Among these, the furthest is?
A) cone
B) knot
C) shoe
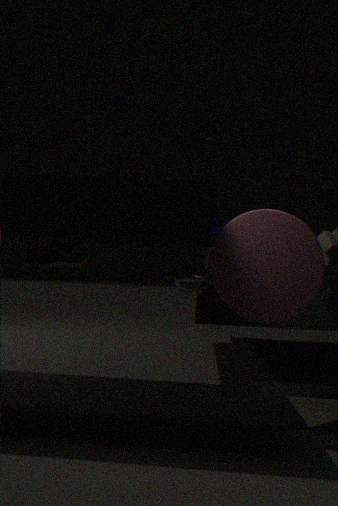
knot
